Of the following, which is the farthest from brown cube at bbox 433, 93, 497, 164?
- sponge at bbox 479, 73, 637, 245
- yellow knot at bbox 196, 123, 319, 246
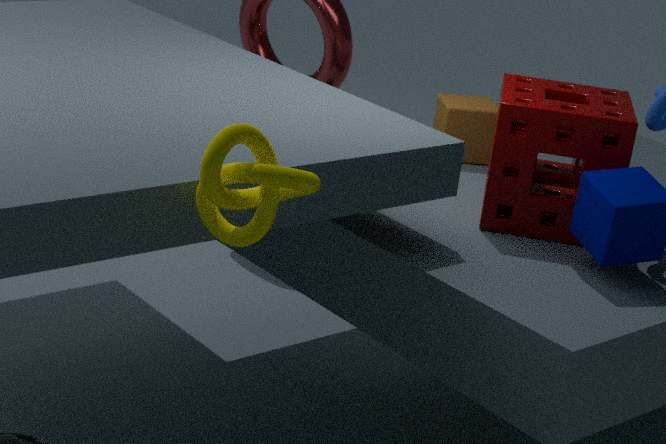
yellow knot at bbox 196, 123, 319, 246
